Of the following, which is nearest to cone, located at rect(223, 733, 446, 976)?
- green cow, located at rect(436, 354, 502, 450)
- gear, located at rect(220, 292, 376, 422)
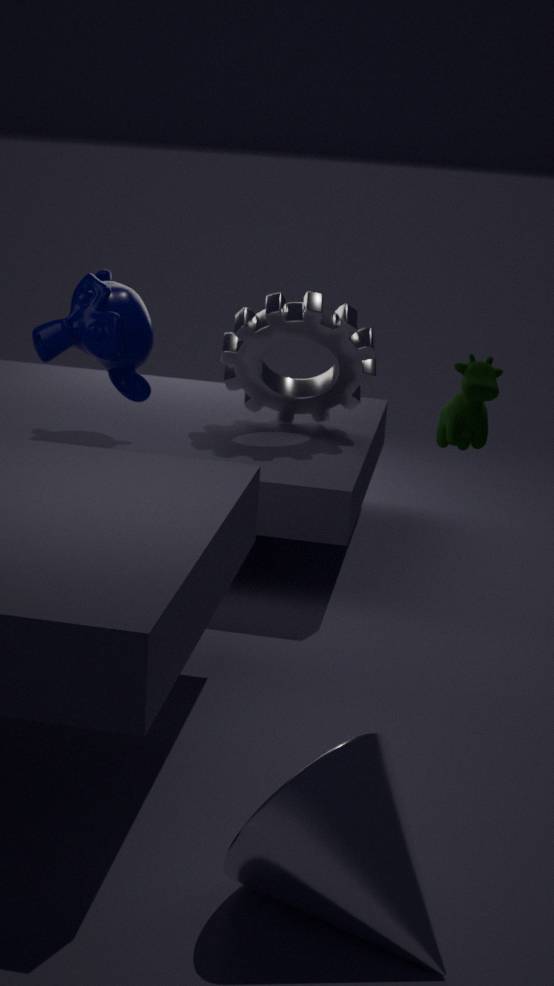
green cow, located at rect(436, 354, 502, 450)
